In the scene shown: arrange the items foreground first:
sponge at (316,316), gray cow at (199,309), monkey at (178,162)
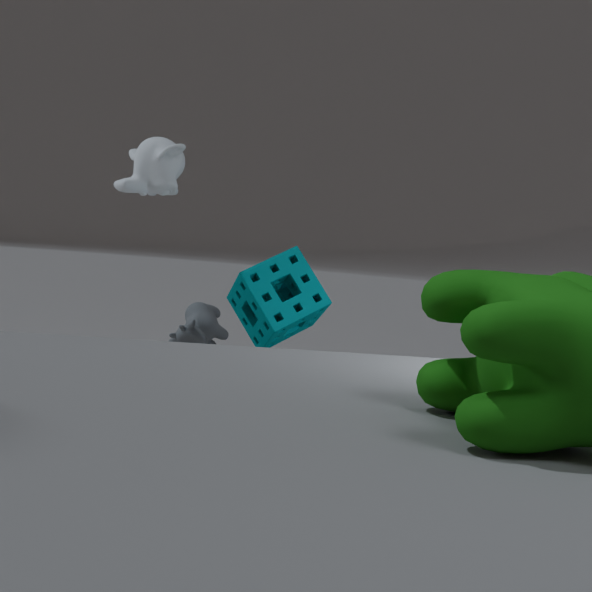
1. sponge at (316,316)
2. monkey at (178,162)
3. gray cow at (199,309)
